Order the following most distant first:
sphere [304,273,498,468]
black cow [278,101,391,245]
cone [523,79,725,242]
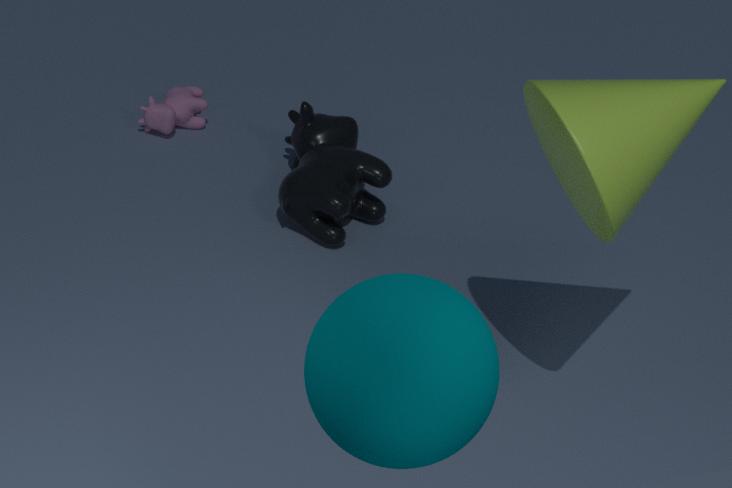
black cow [278,101,391,245] → cone [523,79,725,242] → sphere [304,273,498,468]
